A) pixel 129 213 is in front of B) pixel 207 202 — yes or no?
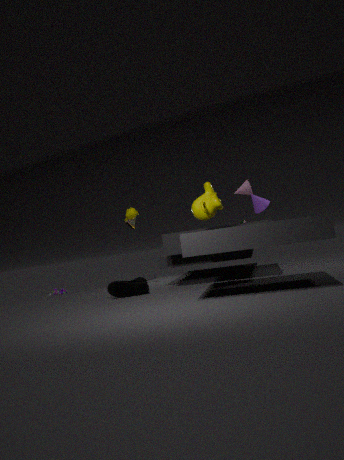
No
